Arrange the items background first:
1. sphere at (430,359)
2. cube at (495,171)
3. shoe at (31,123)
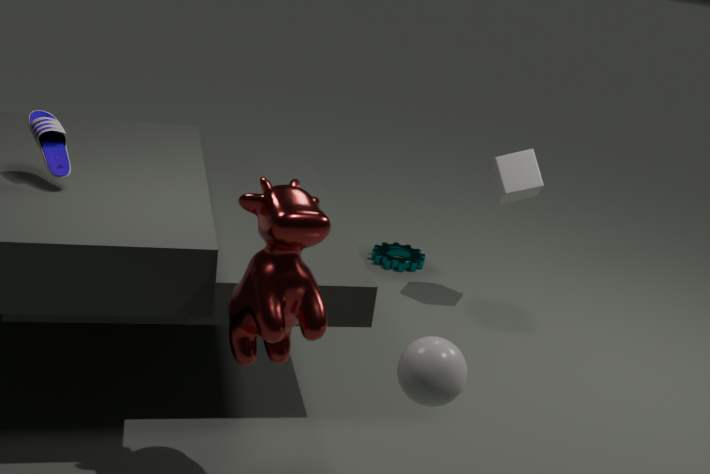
cube at (495,171)
shoe at (31,123)
sphere at (430,359)
